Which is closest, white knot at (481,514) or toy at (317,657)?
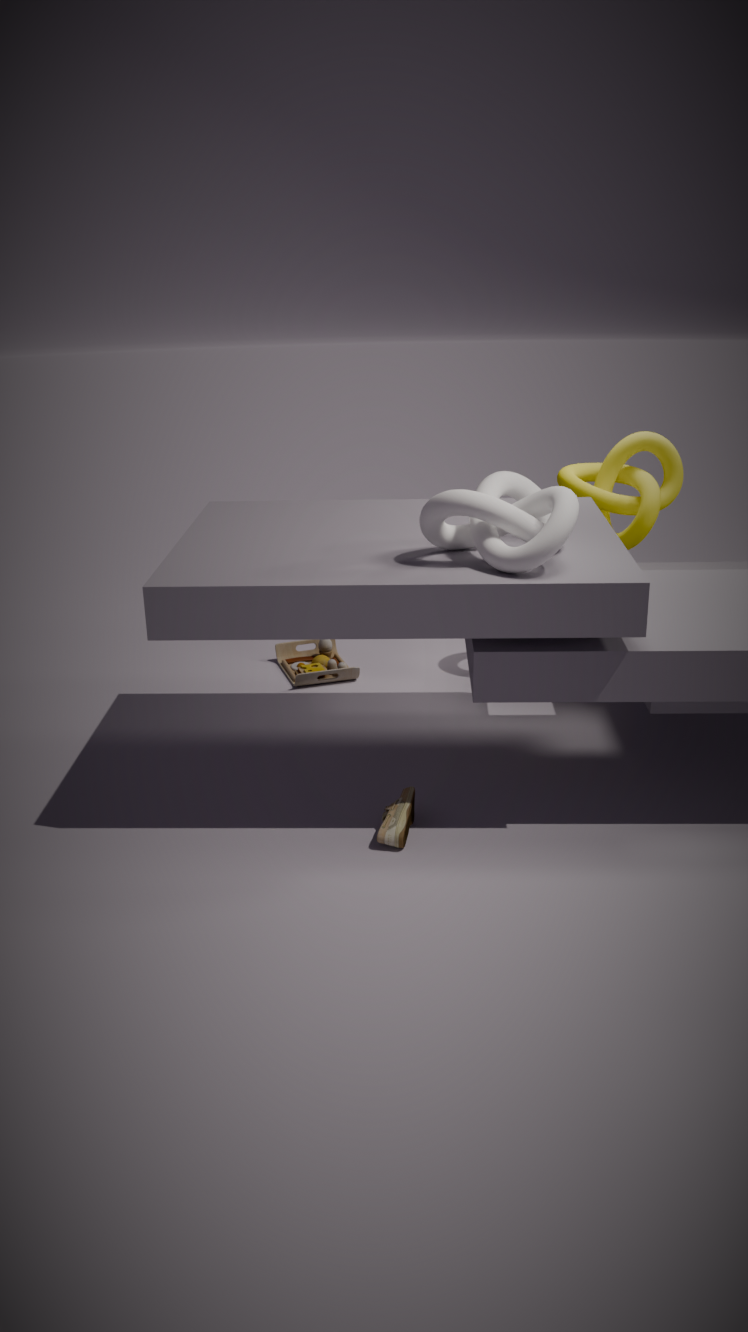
white knot at (481,514)
